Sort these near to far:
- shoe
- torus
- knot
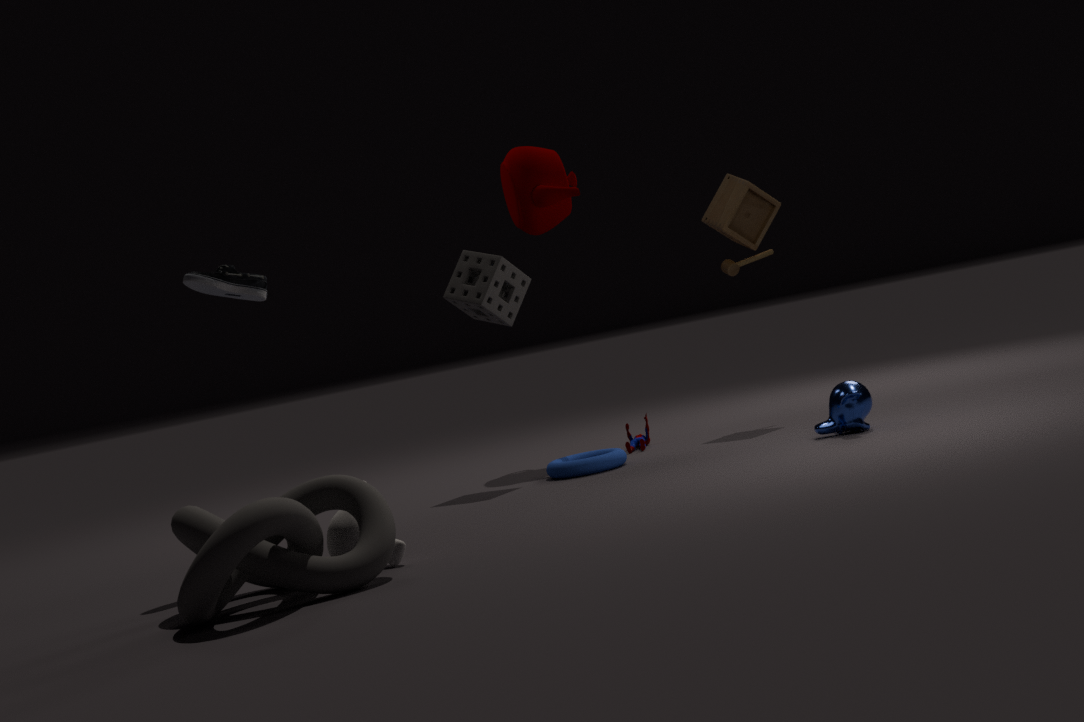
knot
shoe
torus
